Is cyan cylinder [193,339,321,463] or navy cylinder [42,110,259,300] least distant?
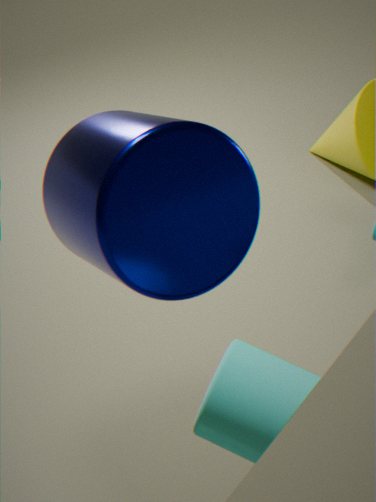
cyan cylinder [193,339,321,463]
